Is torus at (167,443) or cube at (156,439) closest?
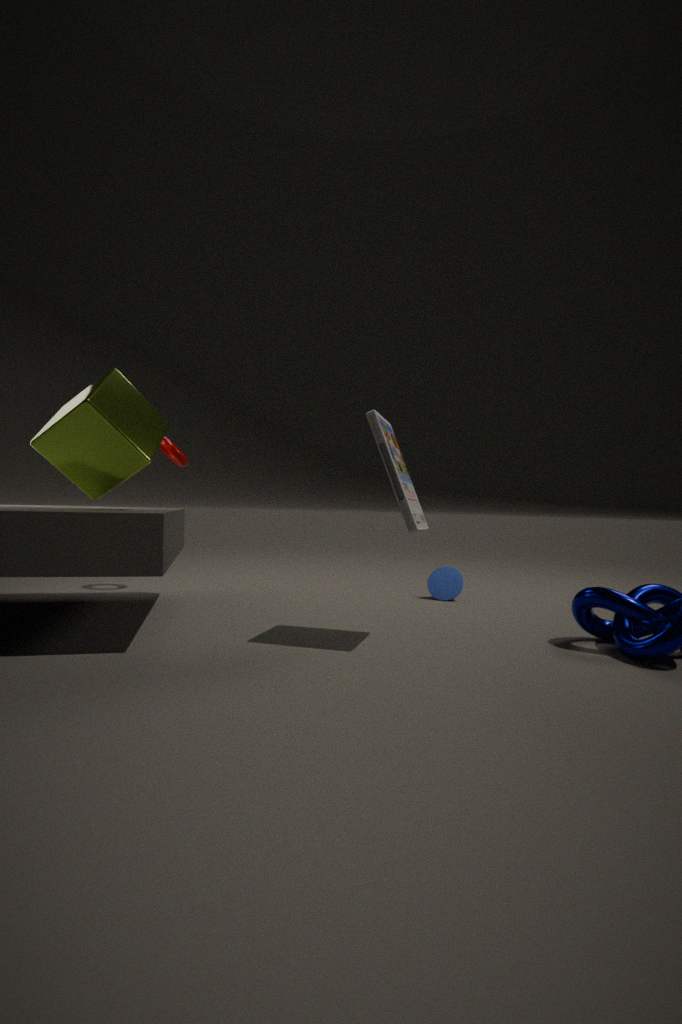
cube at (156,439)
